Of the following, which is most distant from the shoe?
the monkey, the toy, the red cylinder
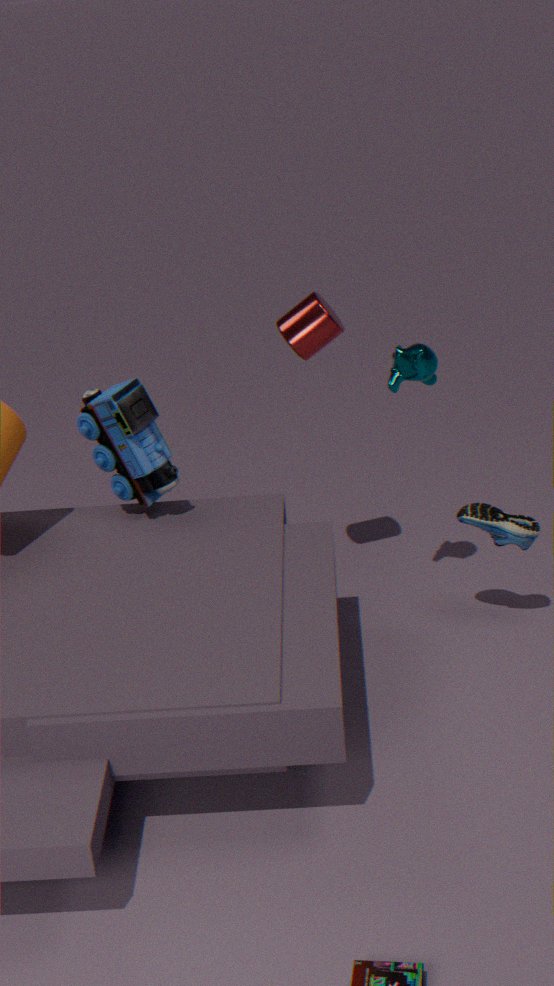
the toy
